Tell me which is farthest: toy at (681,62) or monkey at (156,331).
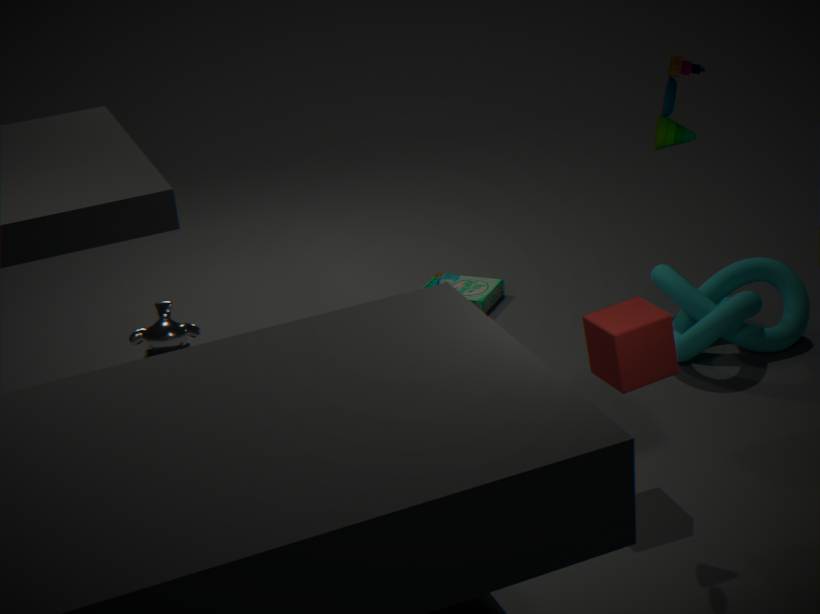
monkey at (156,331)
